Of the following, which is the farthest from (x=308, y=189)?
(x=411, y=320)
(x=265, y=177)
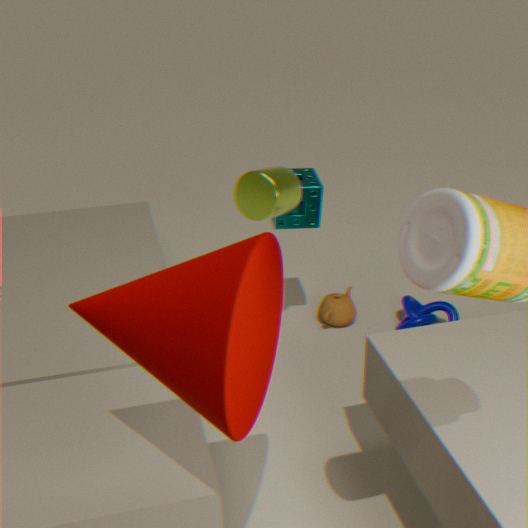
(x=411, y=320)
